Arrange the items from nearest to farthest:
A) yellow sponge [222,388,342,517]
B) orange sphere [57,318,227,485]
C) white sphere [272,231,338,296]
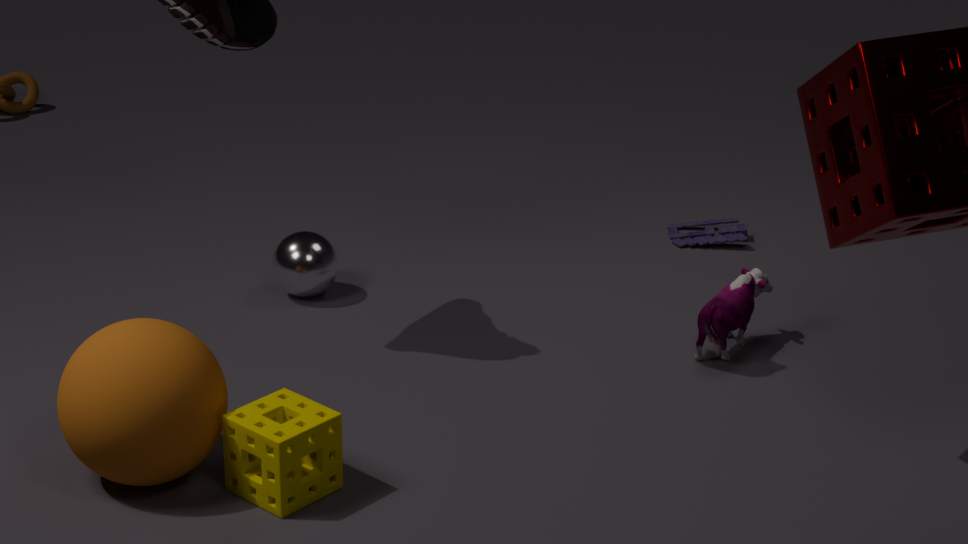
orange sphere [57,318,227,485]
yellow sponge [222,388,342,517]
white sphere [272,231,338,296]
